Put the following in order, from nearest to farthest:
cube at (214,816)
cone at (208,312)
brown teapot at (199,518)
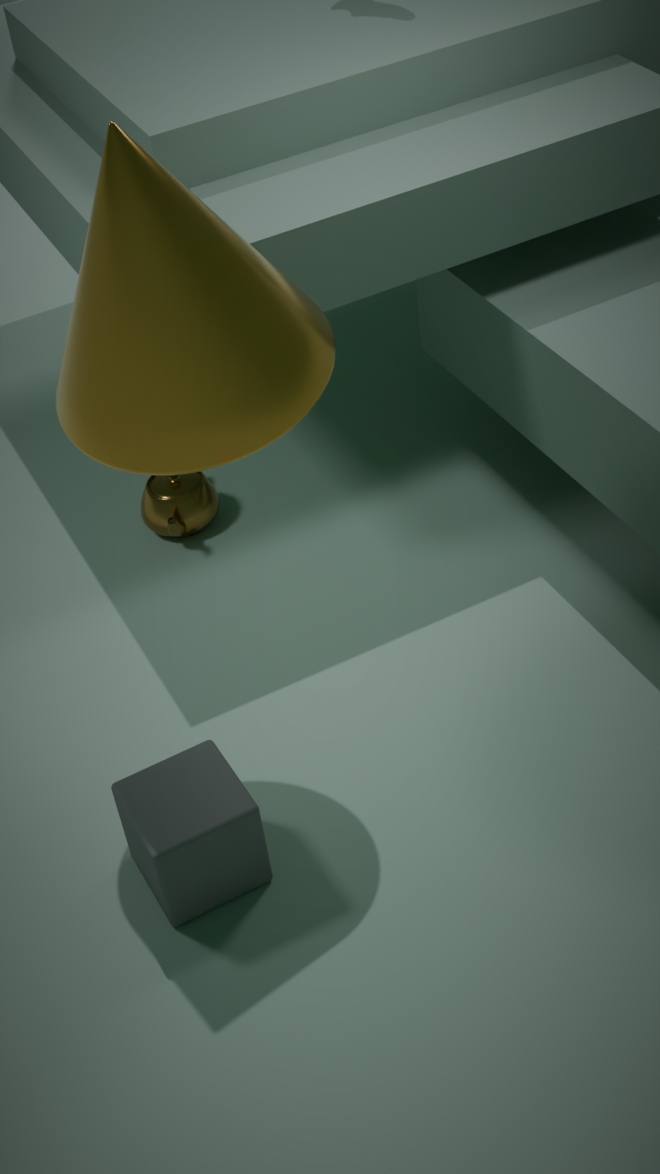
cone at (208,312) → cube at (214,816) → brown teapot at (199,518)
